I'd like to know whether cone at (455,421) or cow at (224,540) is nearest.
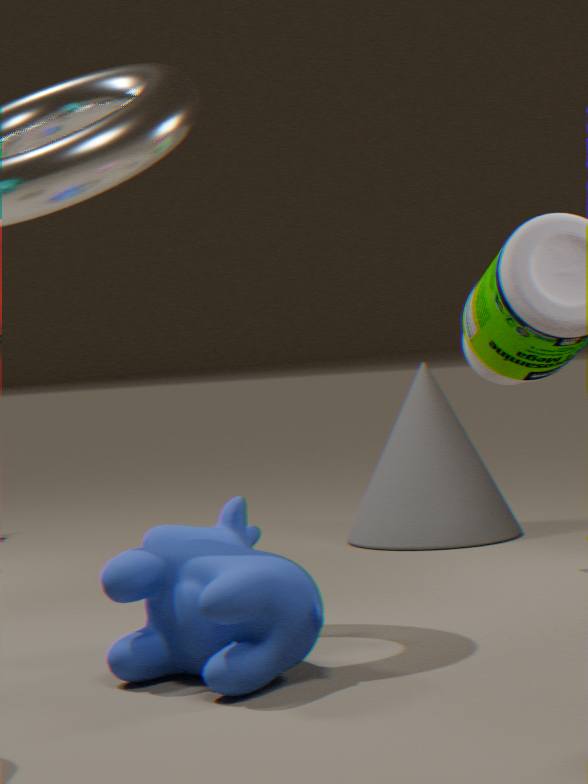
cow at (224,540)
